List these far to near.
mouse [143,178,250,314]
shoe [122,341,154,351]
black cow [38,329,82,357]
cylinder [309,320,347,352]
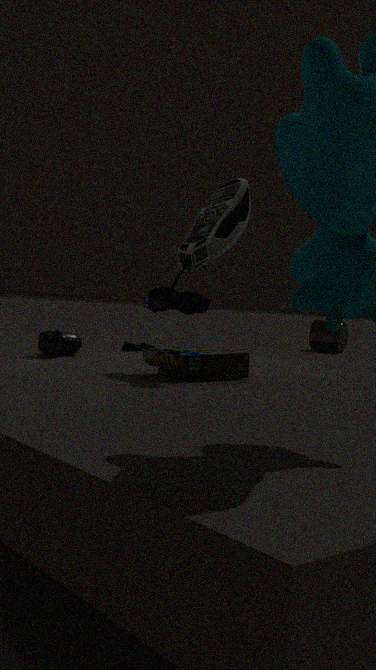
1. cylinder [309,320,347,352]
2. shoe [122,341,154,351]
3. black cow [38,329,82,357]
4. mouse [143,178,250,314]
